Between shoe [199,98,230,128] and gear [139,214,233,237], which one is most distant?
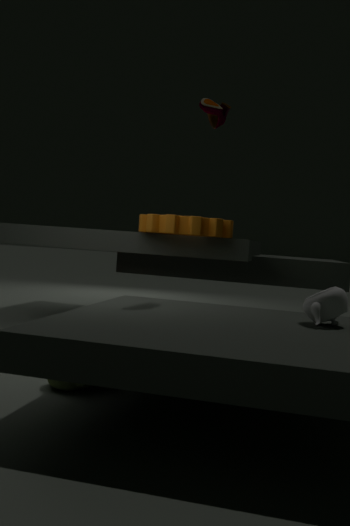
gear [139,214,233,237]
